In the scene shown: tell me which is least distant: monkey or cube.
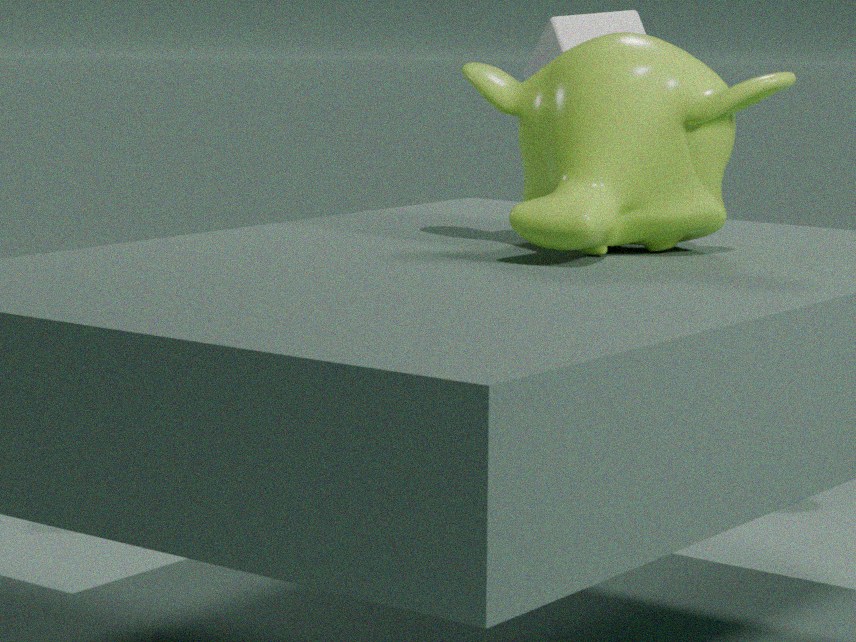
monkey
